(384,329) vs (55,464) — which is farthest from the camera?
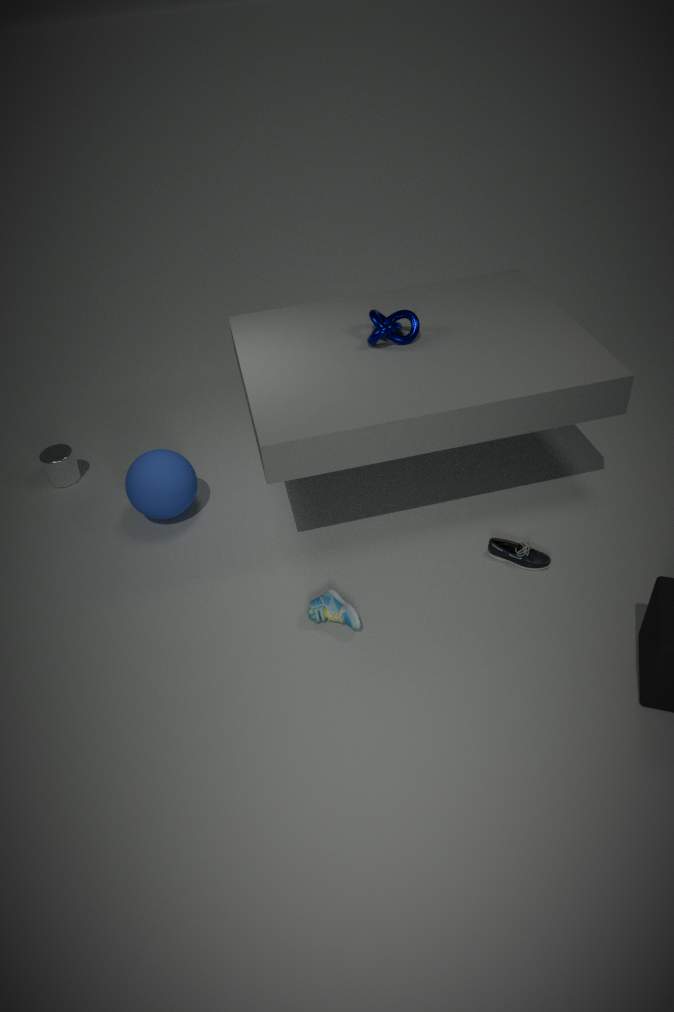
(55,464)
